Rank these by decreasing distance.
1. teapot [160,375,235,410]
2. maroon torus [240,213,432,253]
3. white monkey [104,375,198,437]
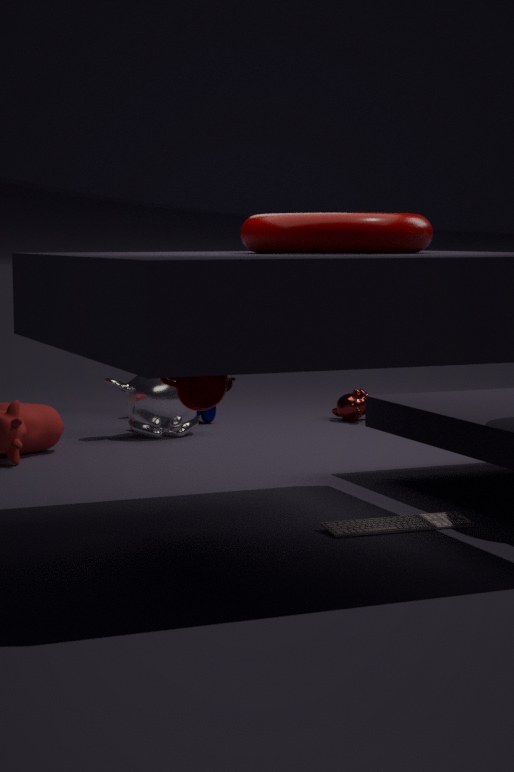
1. white monkey [104,375,198,437]
2. teapot [160,375,235,410]
3. maroon torus [240,213,432,253]
